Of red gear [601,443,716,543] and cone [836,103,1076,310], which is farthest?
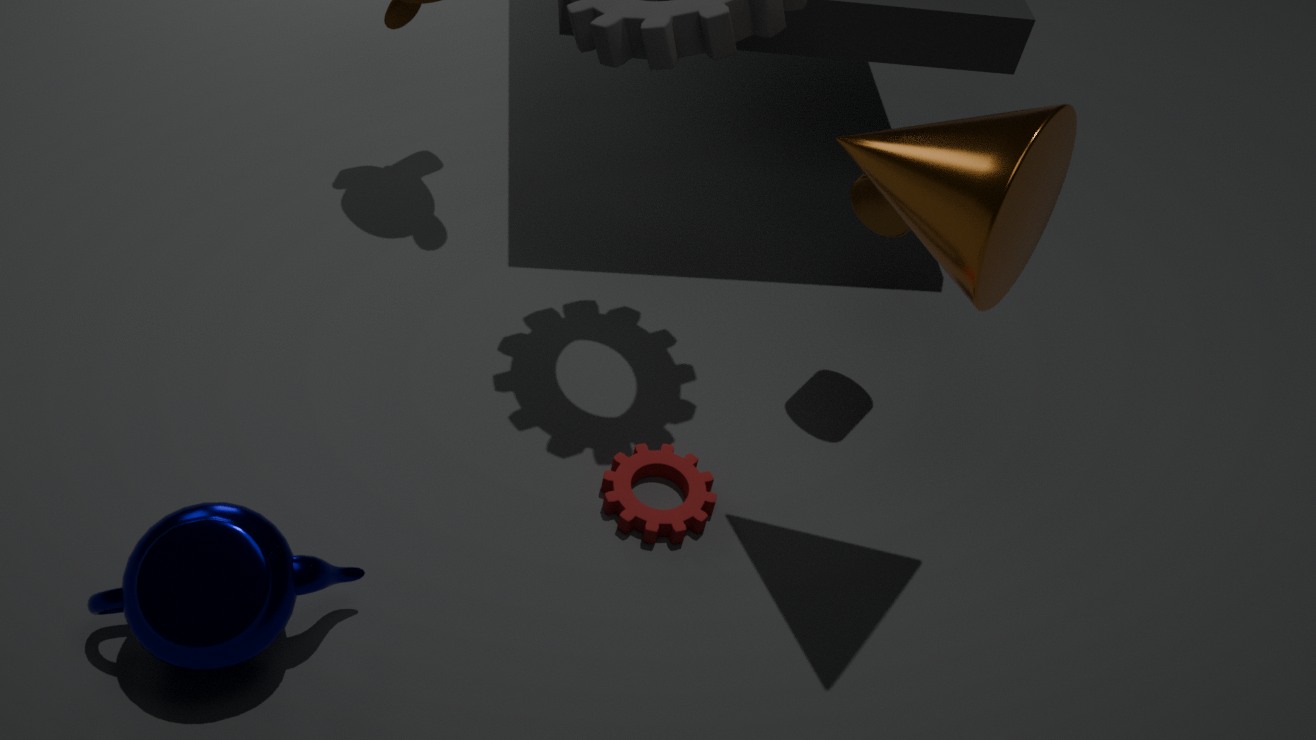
red gear [601,443,716,543]
